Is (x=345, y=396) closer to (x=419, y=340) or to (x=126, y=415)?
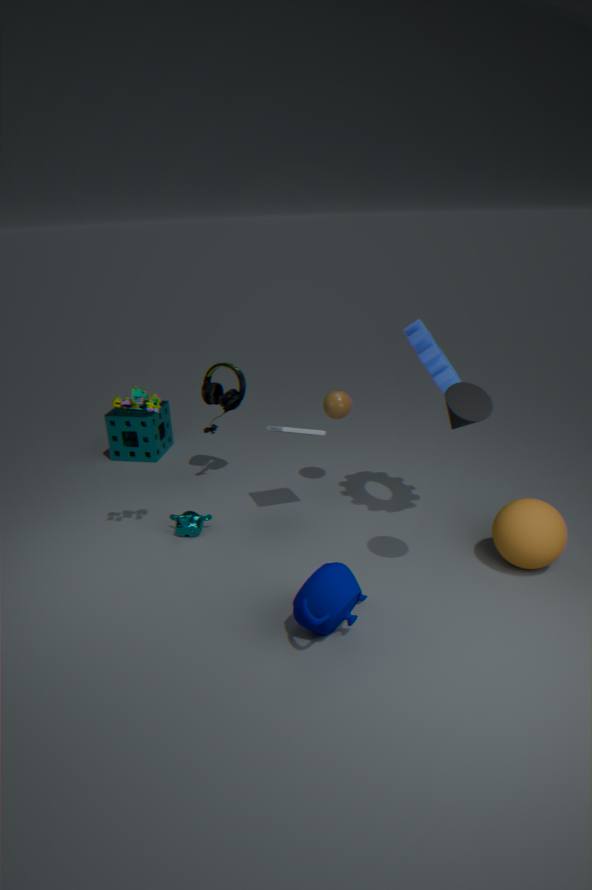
(x=419, y=340)
